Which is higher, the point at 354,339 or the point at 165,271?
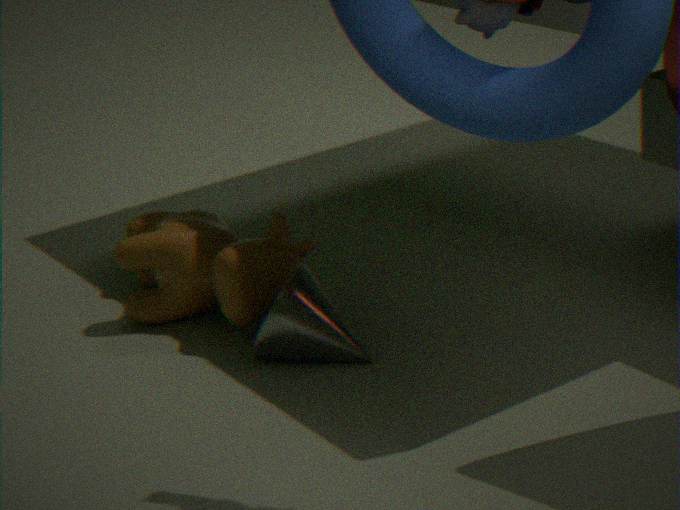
the point at 165,271
